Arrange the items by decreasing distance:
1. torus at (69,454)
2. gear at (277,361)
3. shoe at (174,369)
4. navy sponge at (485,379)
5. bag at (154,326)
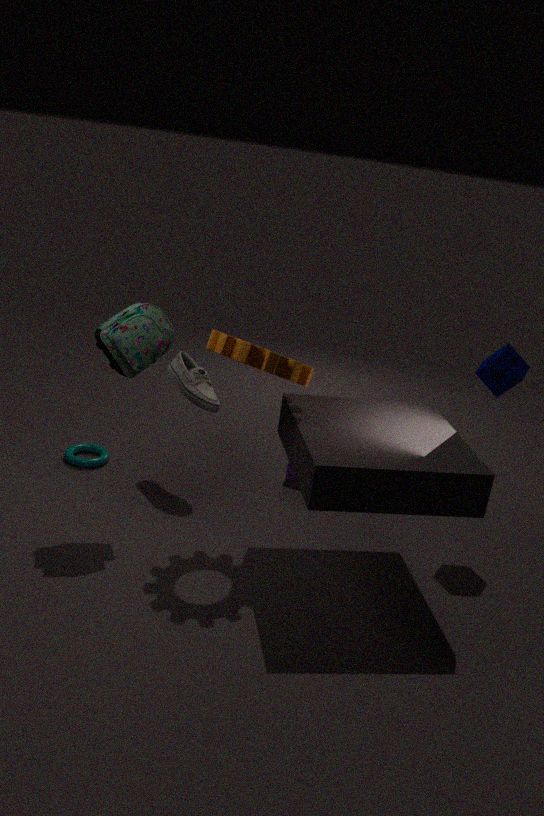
torus at (69,454)
shoe at (174,369)
navy sponge at (485,379)
bag at (154,326)
gear at (277,361)
